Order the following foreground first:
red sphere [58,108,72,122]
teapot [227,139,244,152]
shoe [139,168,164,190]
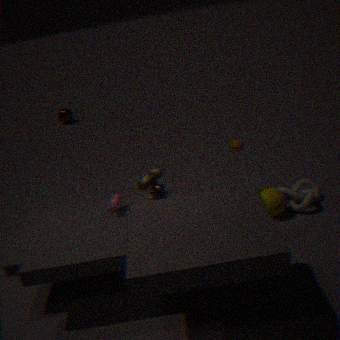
shoe [139,168,164,190] → teapot [227,139,244,152] → red sphere [58,108,72,122]
